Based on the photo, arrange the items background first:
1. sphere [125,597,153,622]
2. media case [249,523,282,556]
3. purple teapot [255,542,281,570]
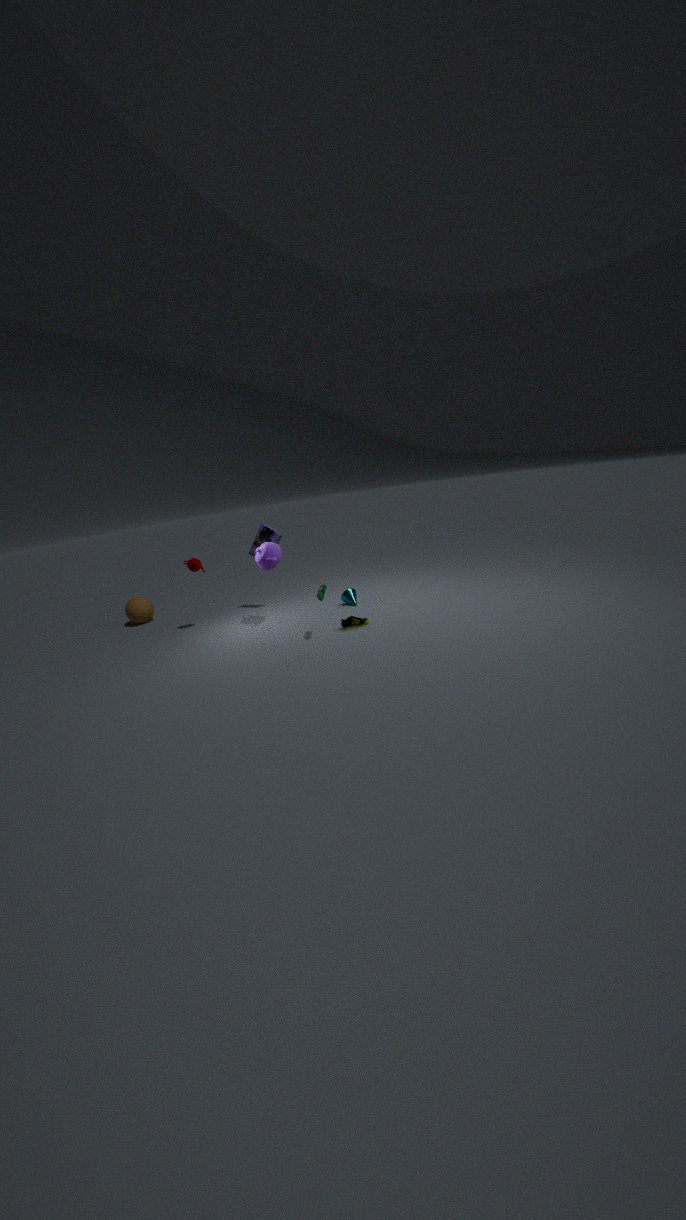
1. sphere [125,597,153,622]
2. media case [249,523,282,556]
3. purple teapot [255,542,281,570]
